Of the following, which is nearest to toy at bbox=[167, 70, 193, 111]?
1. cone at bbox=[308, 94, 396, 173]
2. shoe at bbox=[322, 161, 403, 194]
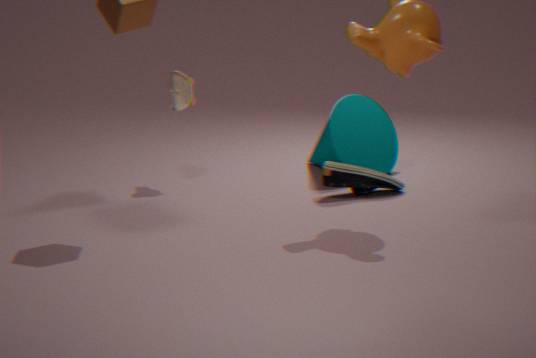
cone at bbox=[308, 94, 396, 173]
